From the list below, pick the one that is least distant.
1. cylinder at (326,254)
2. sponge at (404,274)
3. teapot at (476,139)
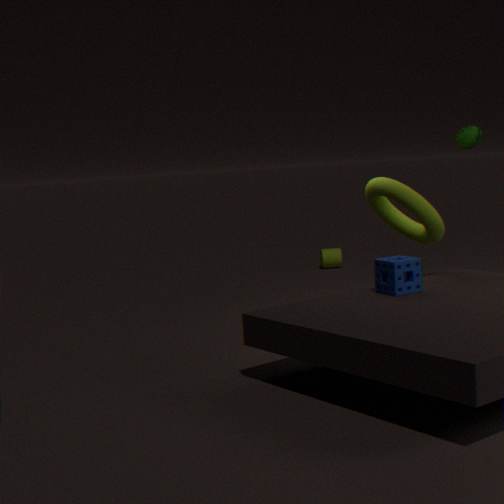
sponge at (404,274)
